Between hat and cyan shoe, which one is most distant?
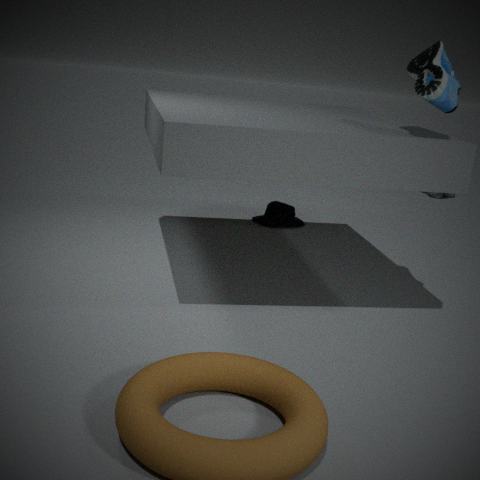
hat
